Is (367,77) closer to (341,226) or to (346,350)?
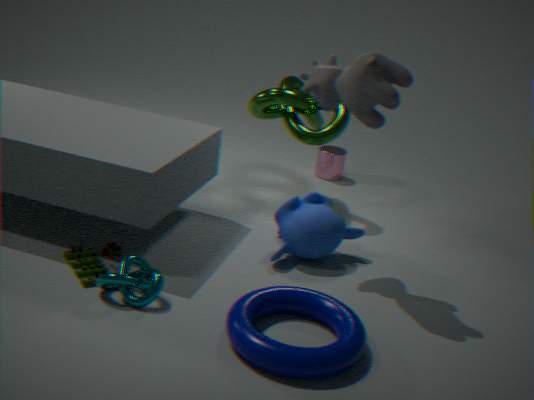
(341,226)
